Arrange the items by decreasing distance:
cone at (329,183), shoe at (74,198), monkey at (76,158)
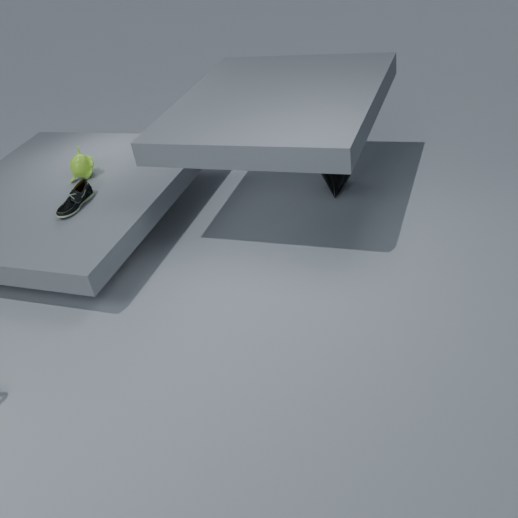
cone at (329,183) → monkey at (76,158) → shoe at (74,198)
